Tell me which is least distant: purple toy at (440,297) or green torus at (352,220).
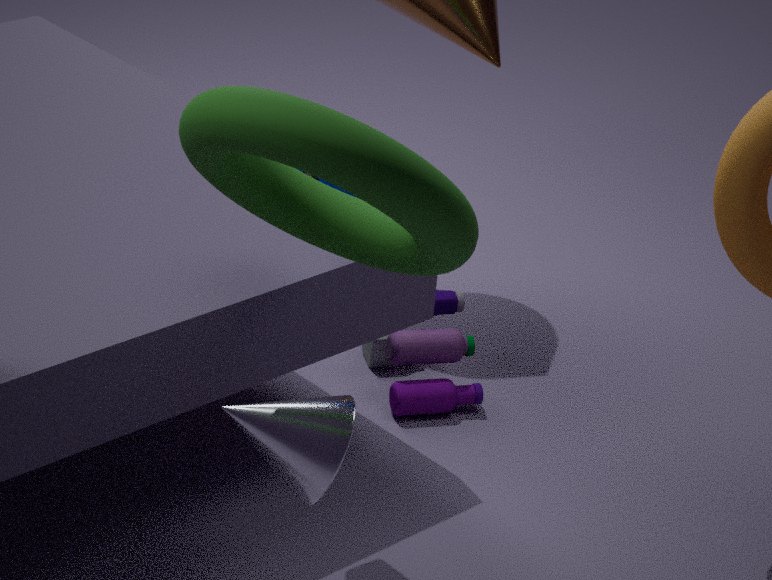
green torus at (352,220)
